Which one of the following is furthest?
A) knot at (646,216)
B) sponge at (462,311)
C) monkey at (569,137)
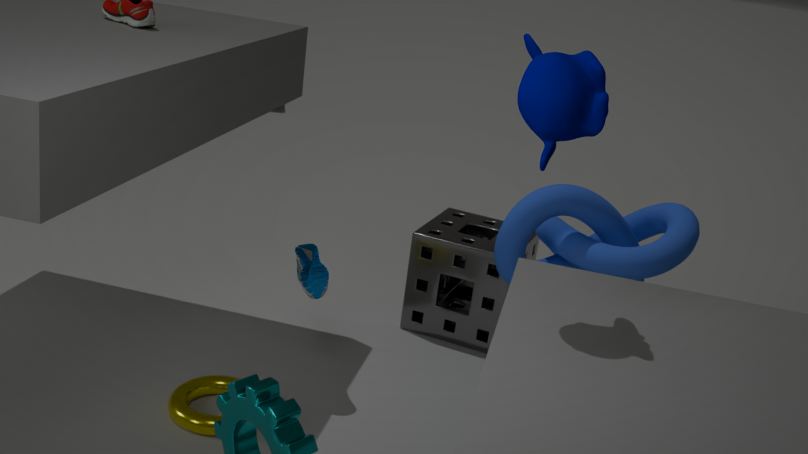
sponge at (462,311)
